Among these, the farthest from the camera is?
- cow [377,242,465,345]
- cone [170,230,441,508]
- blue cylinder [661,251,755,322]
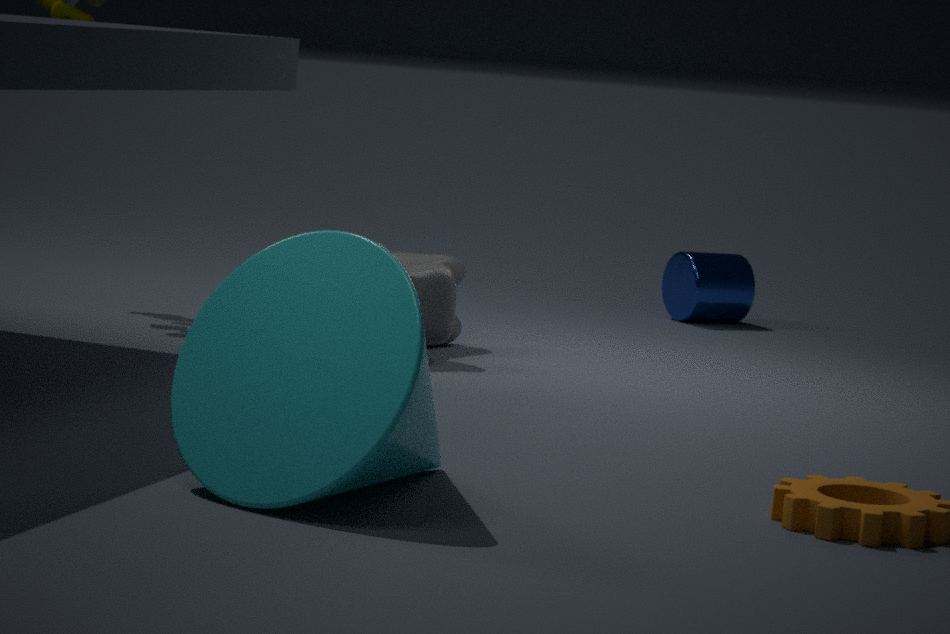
blue cylinder [661,251,755,322]
